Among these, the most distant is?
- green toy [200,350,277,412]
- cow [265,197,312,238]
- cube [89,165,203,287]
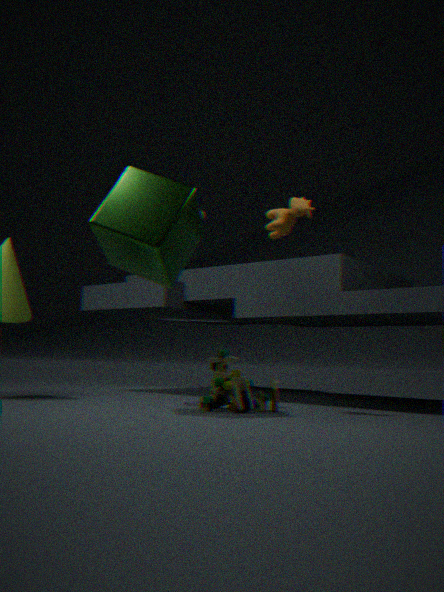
green toy [200,350,277,412]
